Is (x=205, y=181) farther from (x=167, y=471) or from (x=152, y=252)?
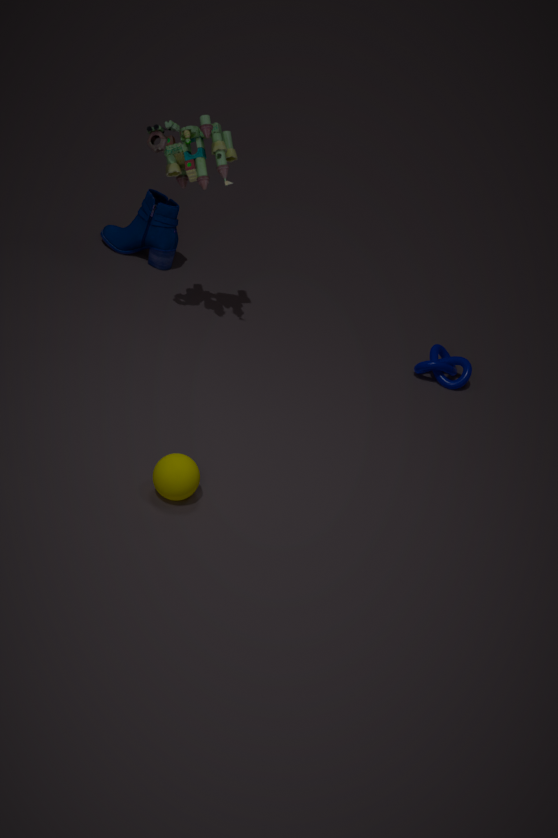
(x=167, y=471)
